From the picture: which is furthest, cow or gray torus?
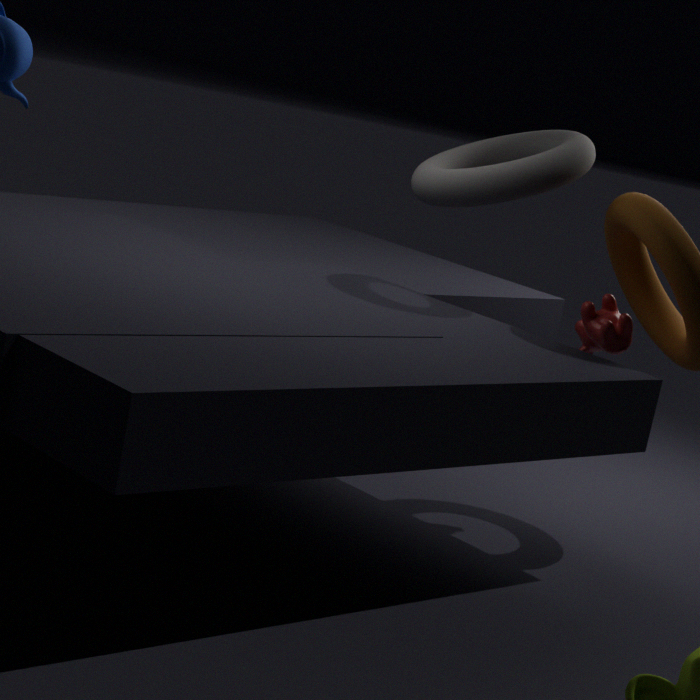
gray torus
